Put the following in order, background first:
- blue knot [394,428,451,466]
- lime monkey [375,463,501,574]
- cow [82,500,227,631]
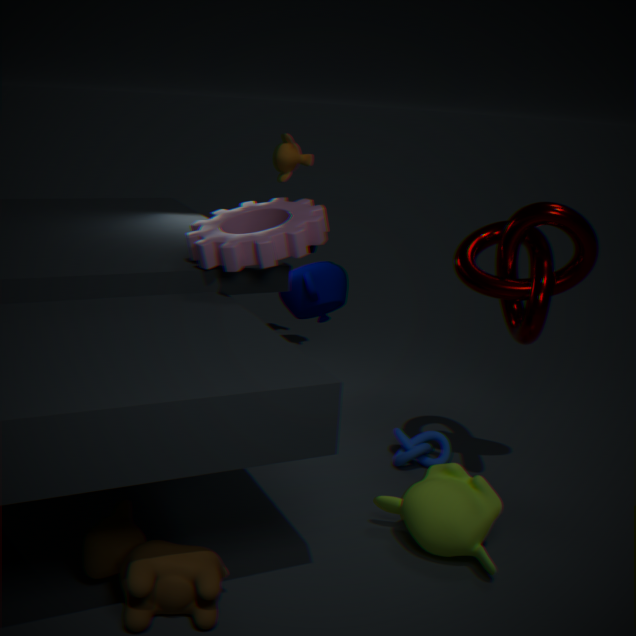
blue knot [394,428,451,466]
lime monkey [375,463,501,574]
cow [82,500,227,631]
